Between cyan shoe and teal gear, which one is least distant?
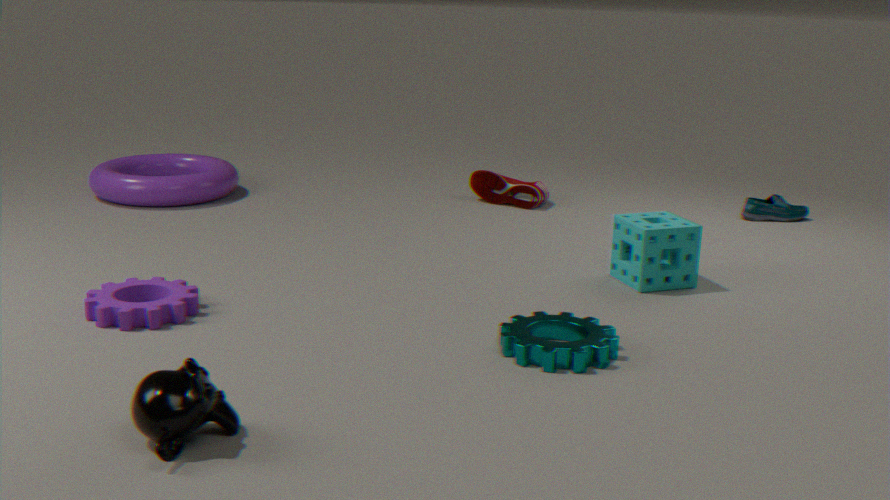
teal gear
